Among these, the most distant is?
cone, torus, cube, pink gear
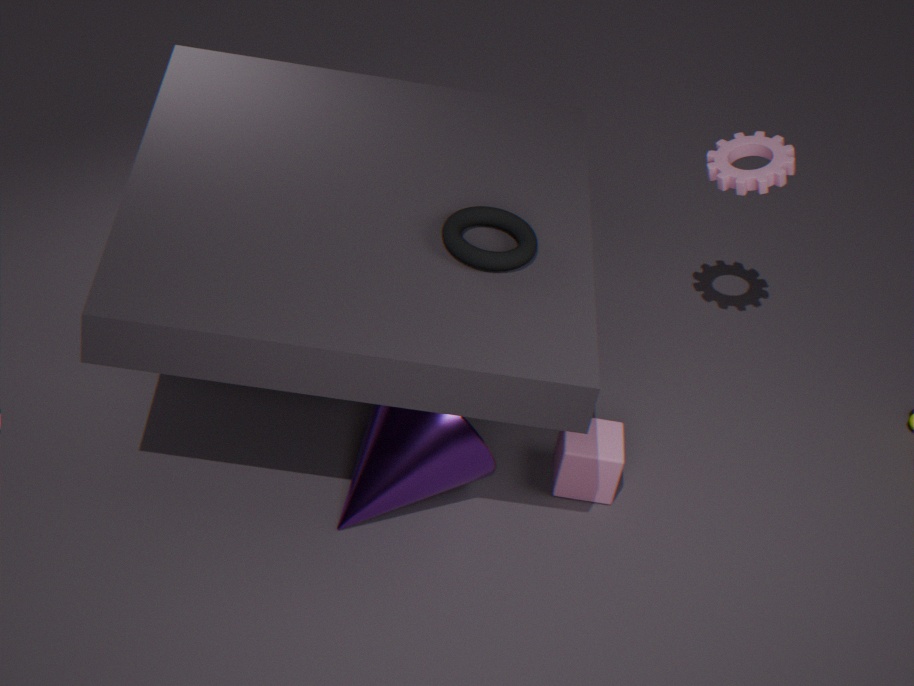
pink gear
